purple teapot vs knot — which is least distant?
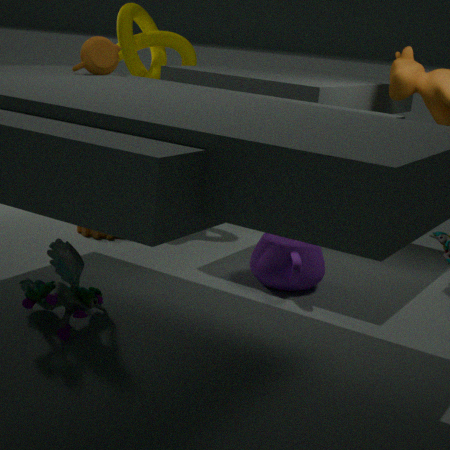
purple teapot
